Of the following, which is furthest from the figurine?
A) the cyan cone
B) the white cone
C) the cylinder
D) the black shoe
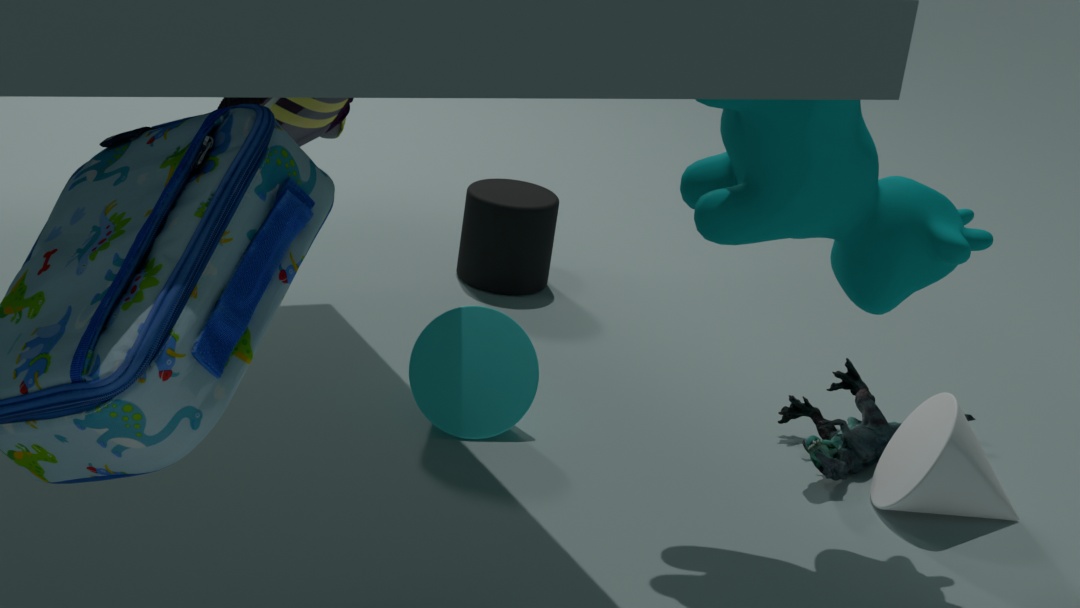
the black shoe
